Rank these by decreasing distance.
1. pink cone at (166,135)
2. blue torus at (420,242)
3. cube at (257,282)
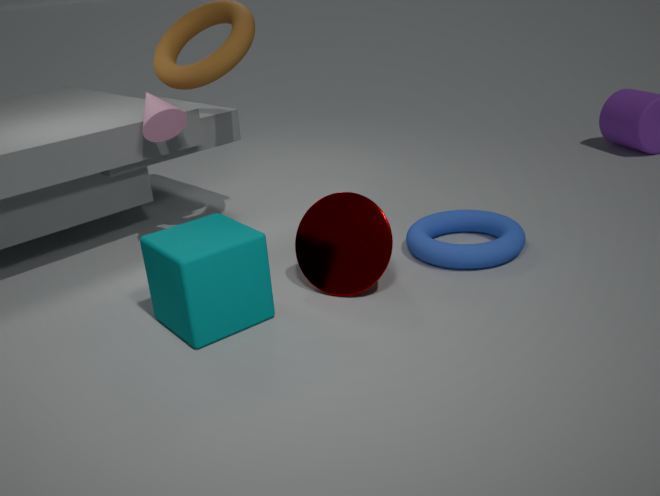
pink cone at (166,135), blue torus at (420,242), cube at (257,282)
